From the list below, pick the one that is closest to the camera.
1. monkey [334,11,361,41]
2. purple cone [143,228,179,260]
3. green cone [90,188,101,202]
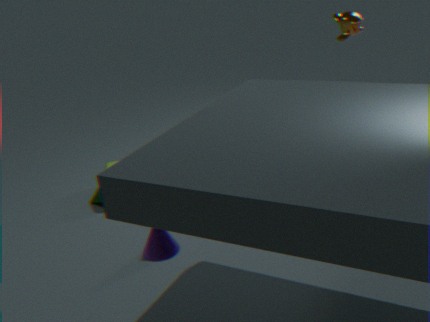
purple cone [143,228,179,260]
